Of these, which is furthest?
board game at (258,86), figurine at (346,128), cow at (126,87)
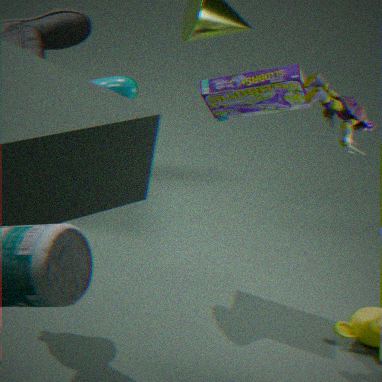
board game at (258,86)
